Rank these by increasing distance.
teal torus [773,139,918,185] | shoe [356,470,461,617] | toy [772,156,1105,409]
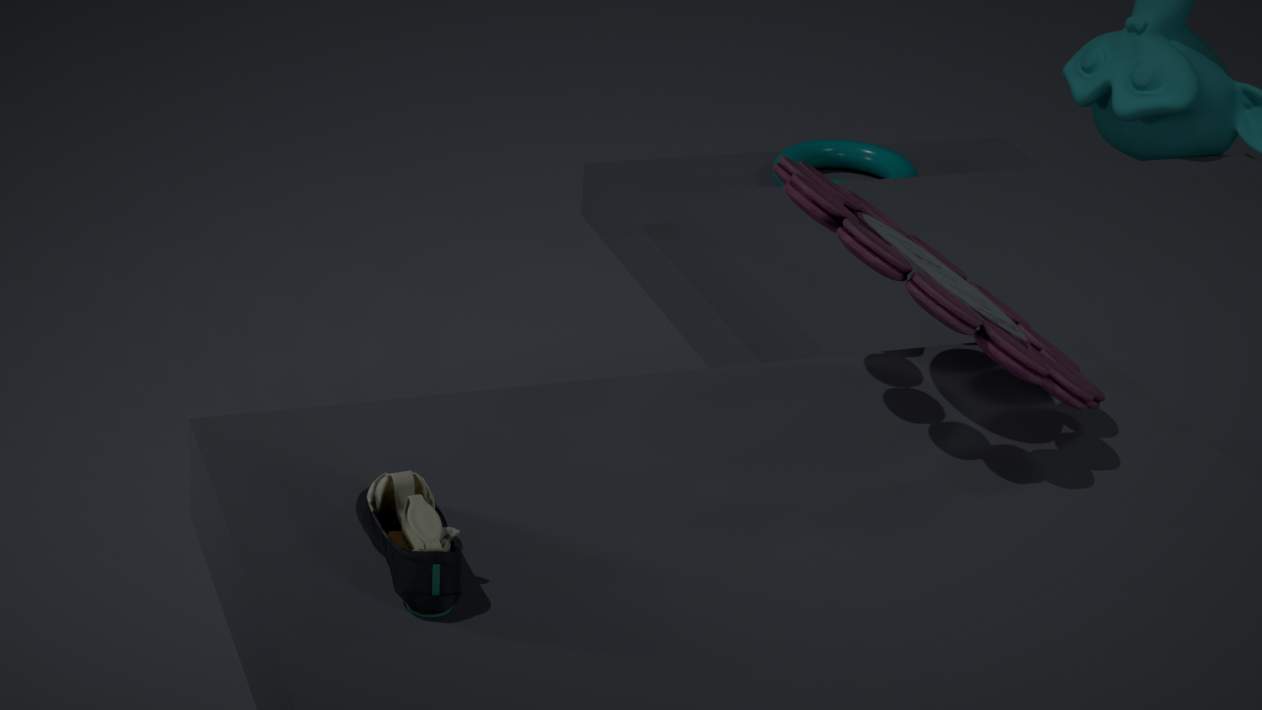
shoe [356,470,461,617] < toy [772,156,1105,409] < teal torus [773,139,918,185]
